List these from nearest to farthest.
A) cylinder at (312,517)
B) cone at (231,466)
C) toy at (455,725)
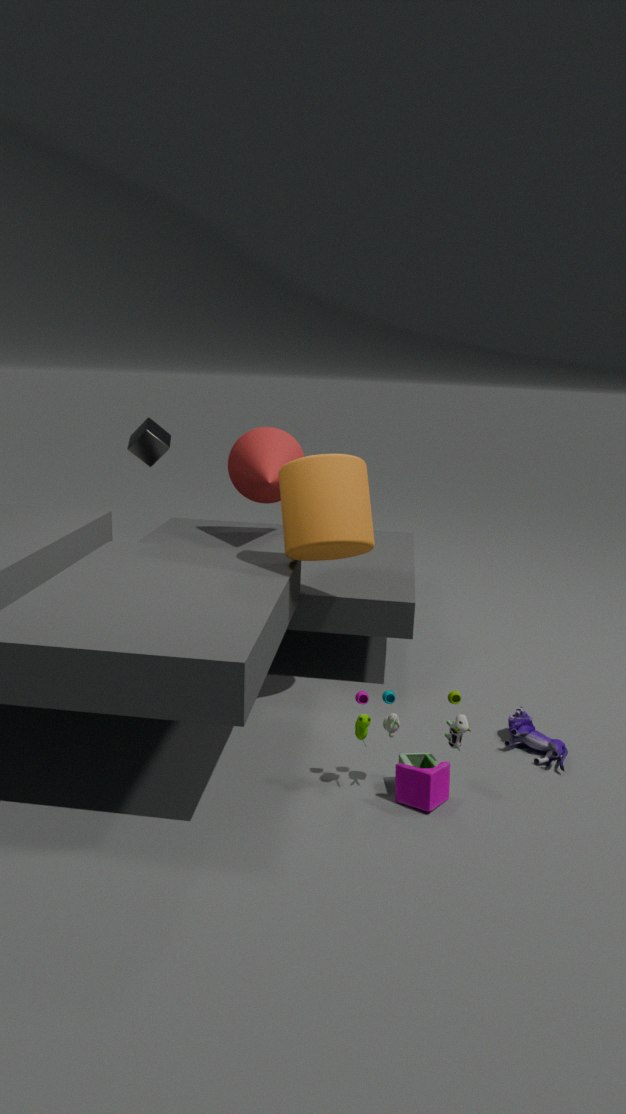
toy at (455,725)
cylinder at (312,517)
cone at (231,466)
